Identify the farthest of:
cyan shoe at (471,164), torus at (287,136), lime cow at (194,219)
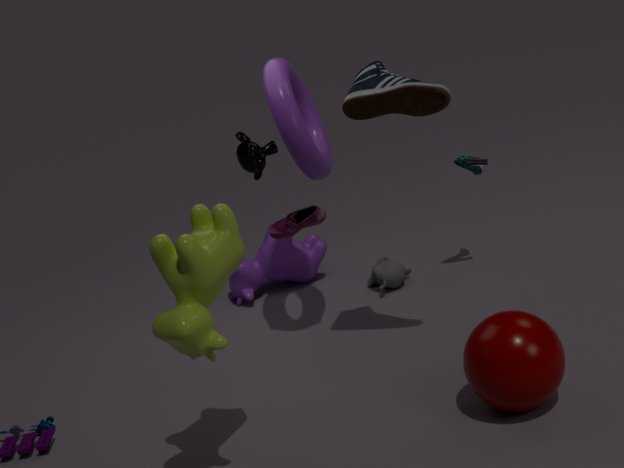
cyan shoe at (471,164)
